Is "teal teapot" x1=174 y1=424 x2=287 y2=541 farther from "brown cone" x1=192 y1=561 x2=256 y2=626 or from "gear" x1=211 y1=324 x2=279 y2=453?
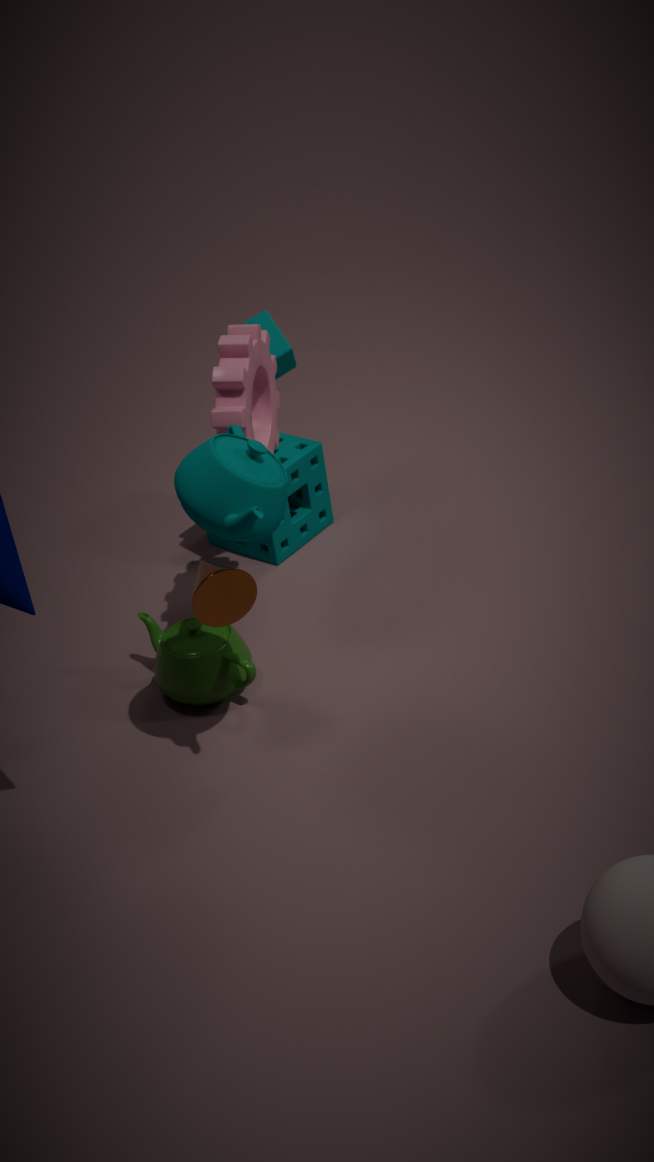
"brown cone" x1=192 y1=561 x2=256 y2=626
